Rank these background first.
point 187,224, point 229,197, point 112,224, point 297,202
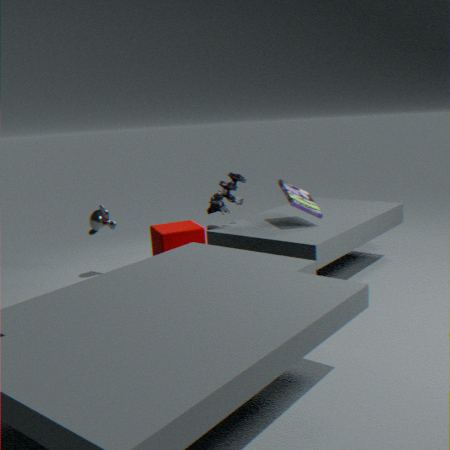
point 187,224, point 112,224, point 229,197, point 297,202
